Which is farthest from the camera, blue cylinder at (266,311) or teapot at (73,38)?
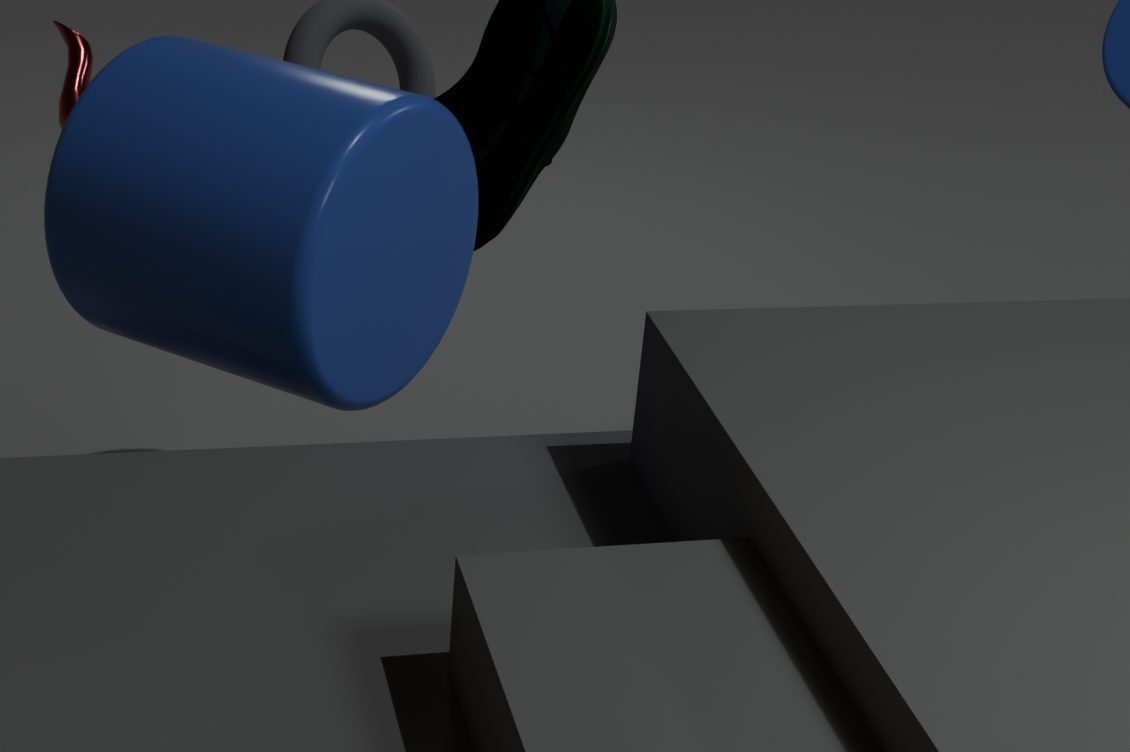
teapot at (73,38)
